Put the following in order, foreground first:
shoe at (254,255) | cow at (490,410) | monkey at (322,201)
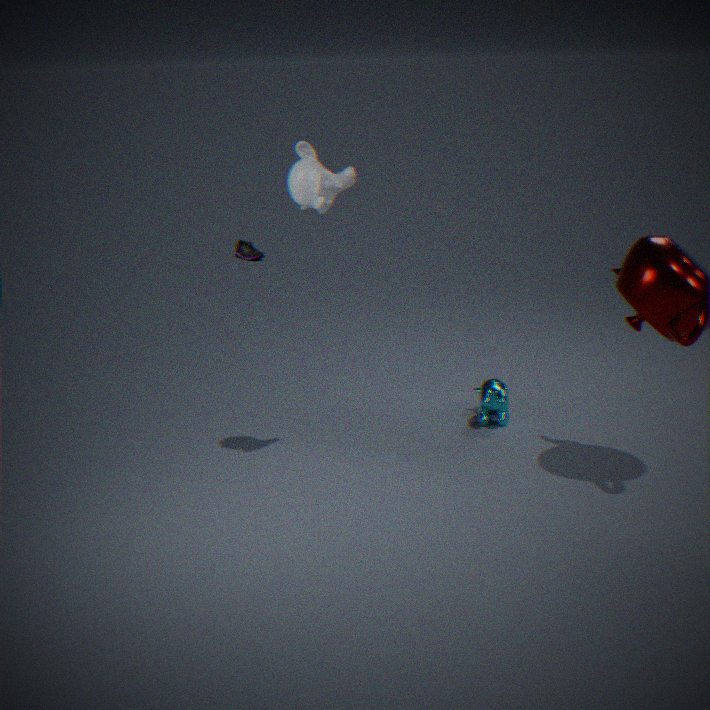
monkey at (322,201) → cow at (490,410) → shoe at (254,255)
